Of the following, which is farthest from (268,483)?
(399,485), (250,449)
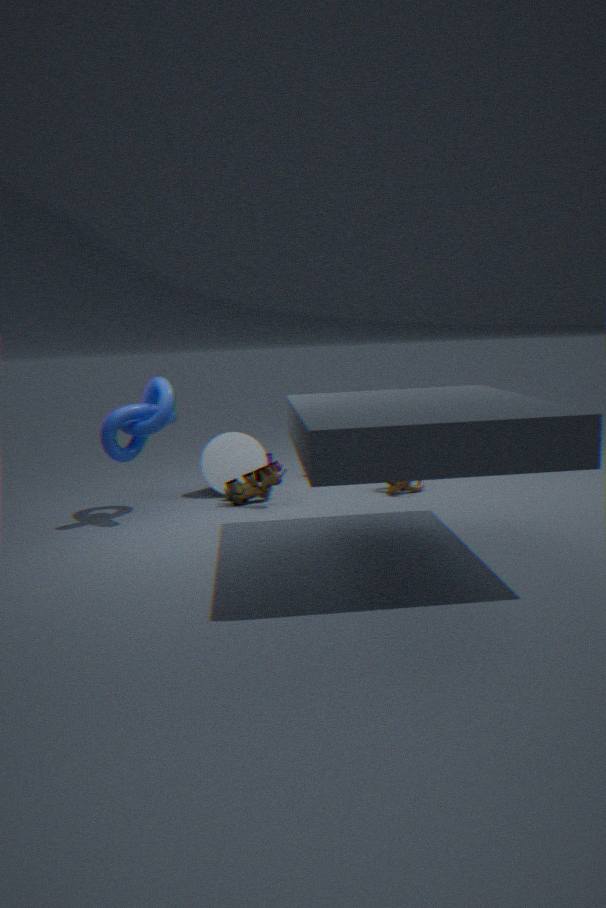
(399,485)
